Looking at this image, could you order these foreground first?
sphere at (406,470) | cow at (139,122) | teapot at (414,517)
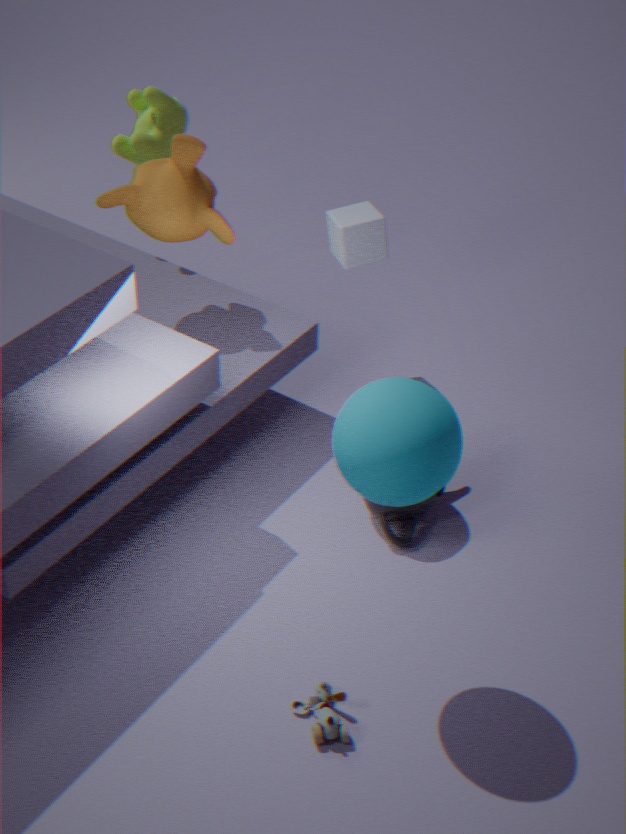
sphere at (406,470), teapot at (414,517), cow at (139,122)
